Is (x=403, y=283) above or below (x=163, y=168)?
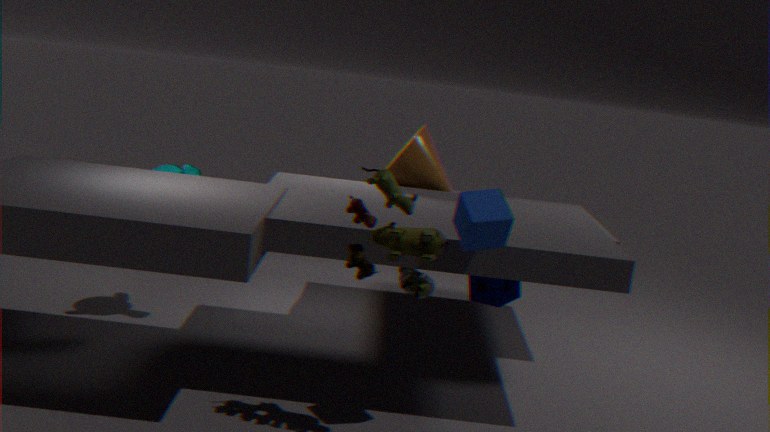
above
